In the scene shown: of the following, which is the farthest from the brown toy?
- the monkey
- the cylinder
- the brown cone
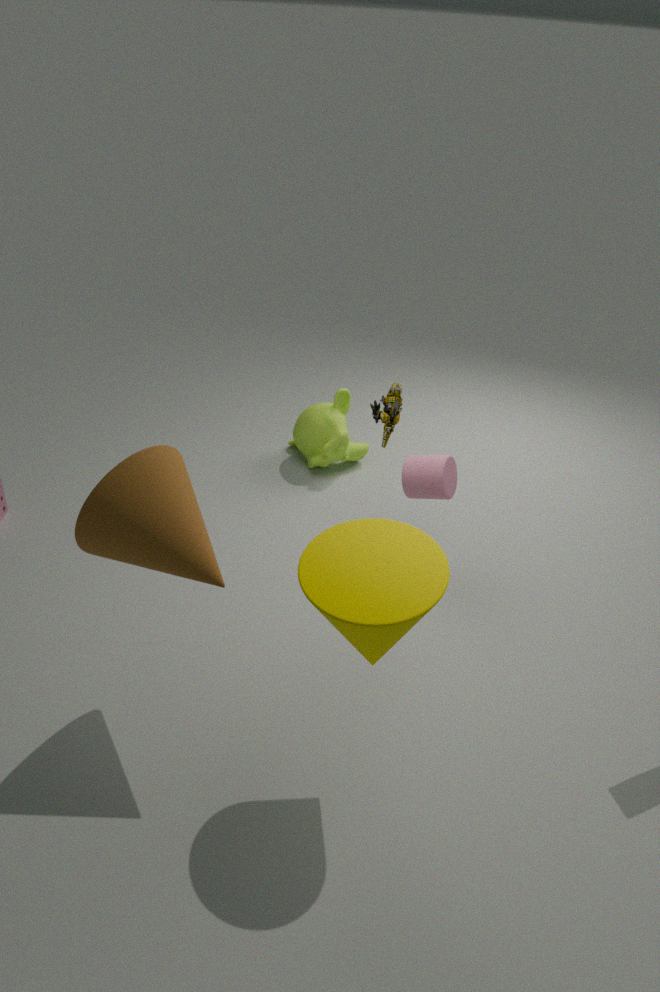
the brown cone
